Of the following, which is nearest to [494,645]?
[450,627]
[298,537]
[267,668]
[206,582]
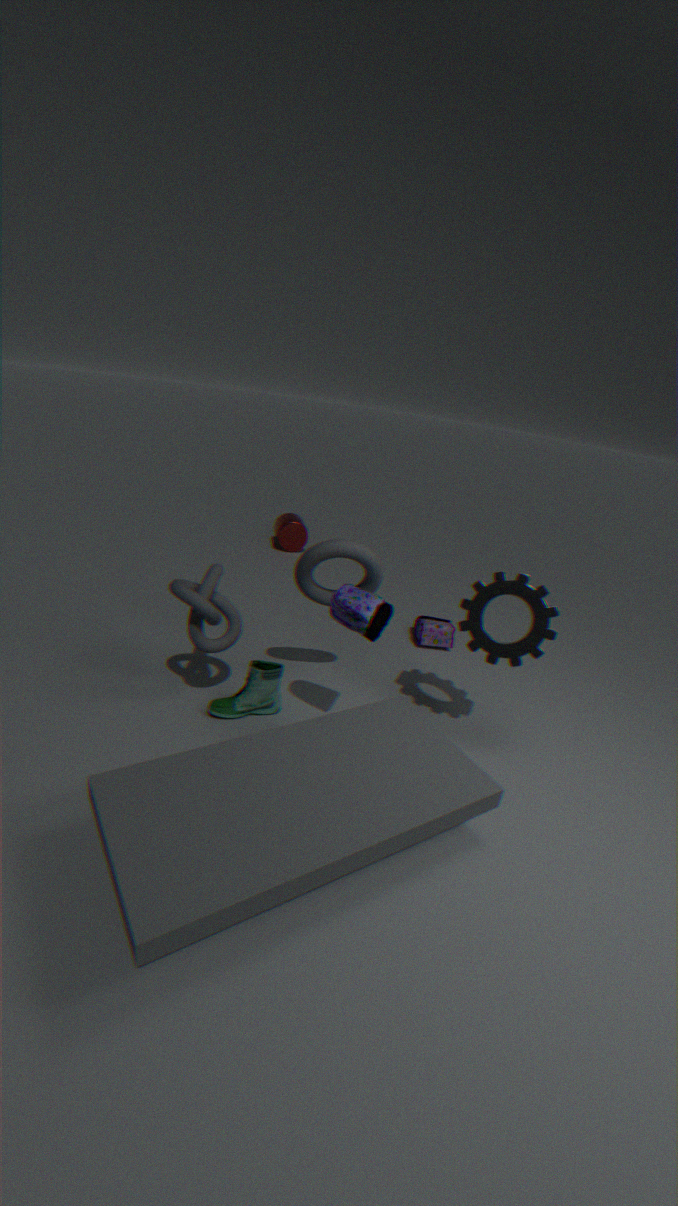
[450,627]
